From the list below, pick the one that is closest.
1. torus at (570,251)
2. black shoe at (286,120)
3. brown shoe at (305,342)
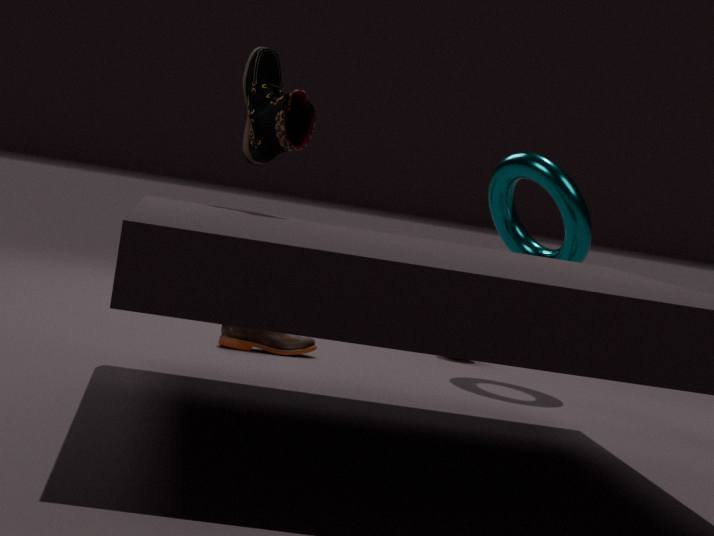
black shoe at (286,120)
